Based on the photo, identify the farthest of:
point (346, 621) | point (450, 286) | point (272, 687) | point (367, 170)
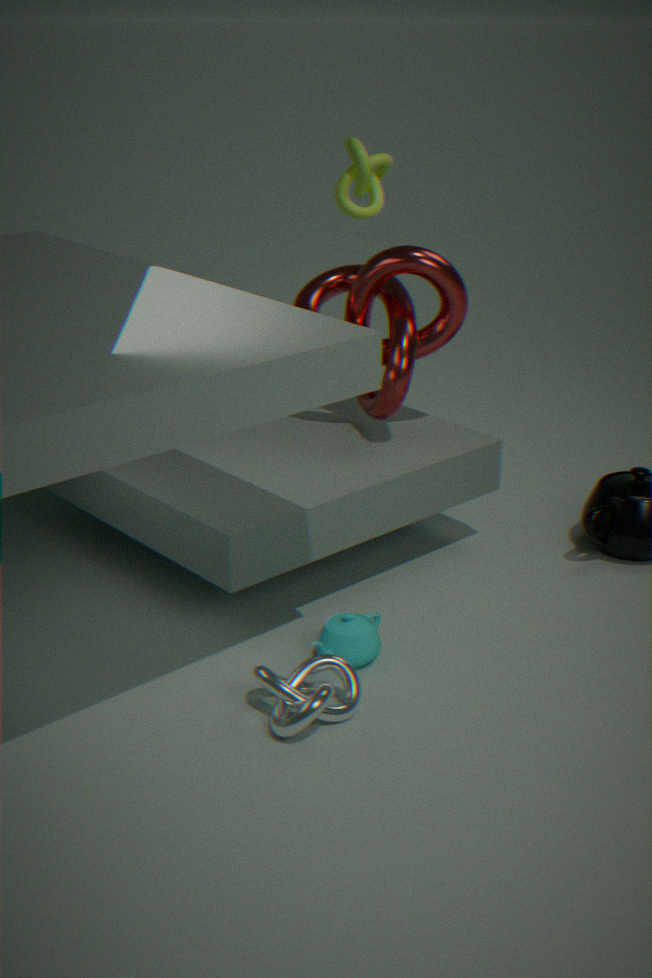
point (367, 170)
